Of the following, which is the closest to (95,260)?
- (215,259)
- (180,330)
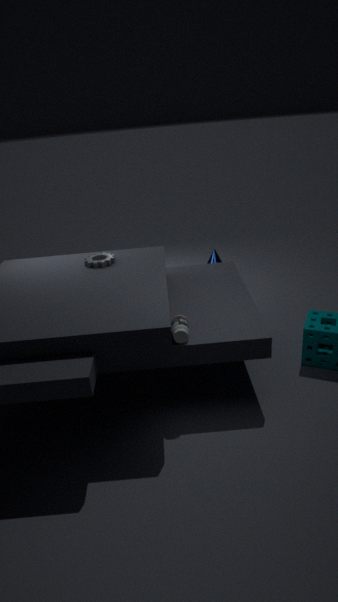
(180,330)
